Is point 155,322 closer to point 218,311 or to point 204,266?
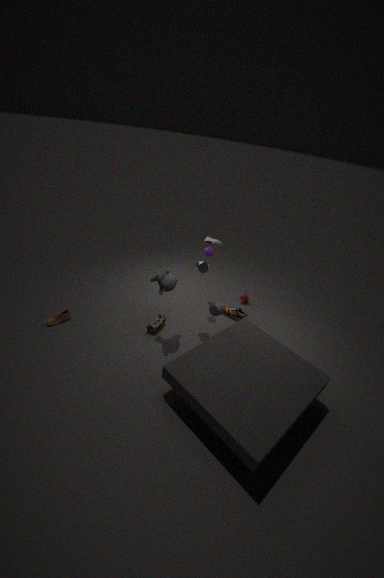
point 218,311
